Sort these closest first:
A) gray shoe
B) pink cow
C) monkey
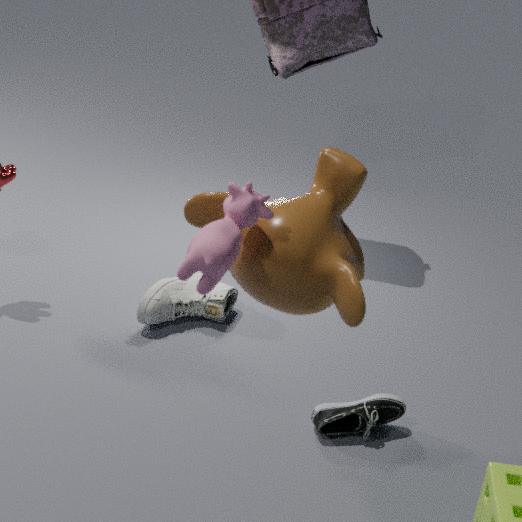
1. B. pink cow
2. C. monkey
3. A. gray shoe
